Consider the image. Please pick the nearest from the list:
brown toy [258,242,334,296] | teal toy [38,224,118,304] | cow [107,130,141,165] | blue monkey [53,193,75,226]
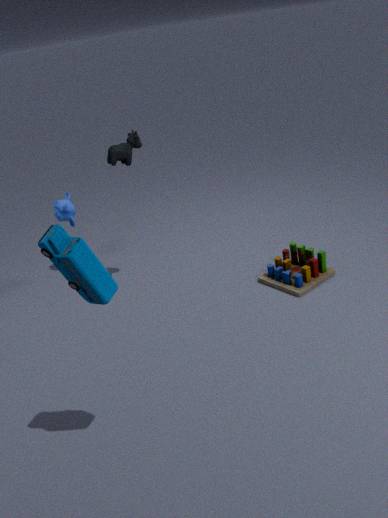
teal toy [38,224,118,304]
